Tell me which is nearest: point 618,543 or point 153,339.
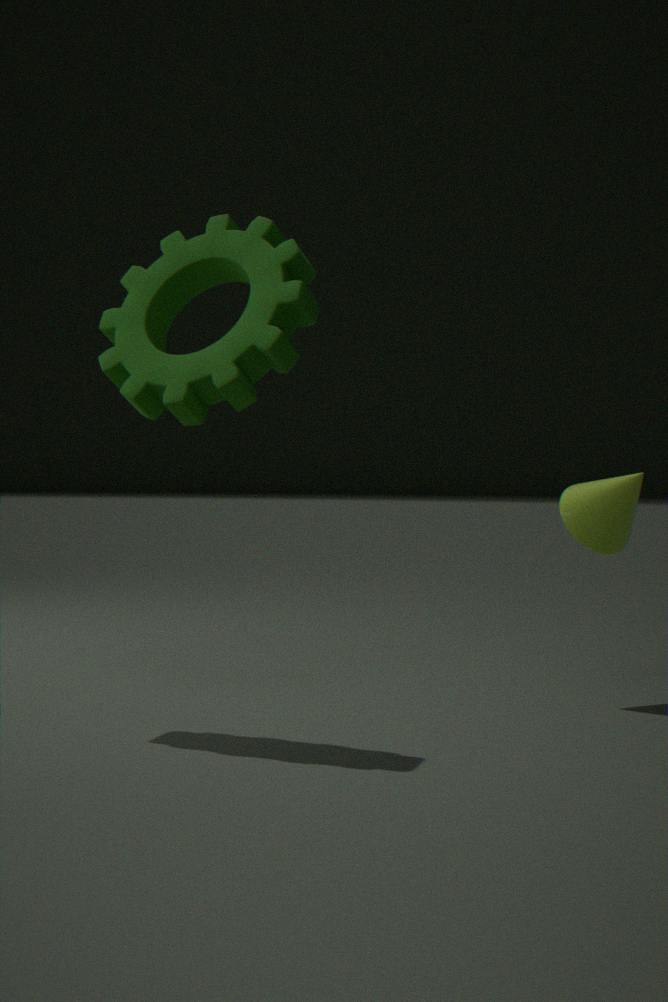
point 153,339
